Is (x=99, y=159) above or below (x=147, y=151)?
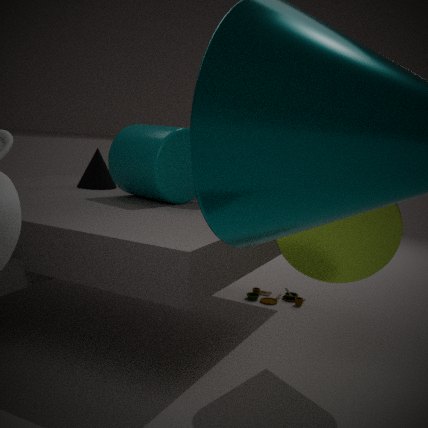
below
